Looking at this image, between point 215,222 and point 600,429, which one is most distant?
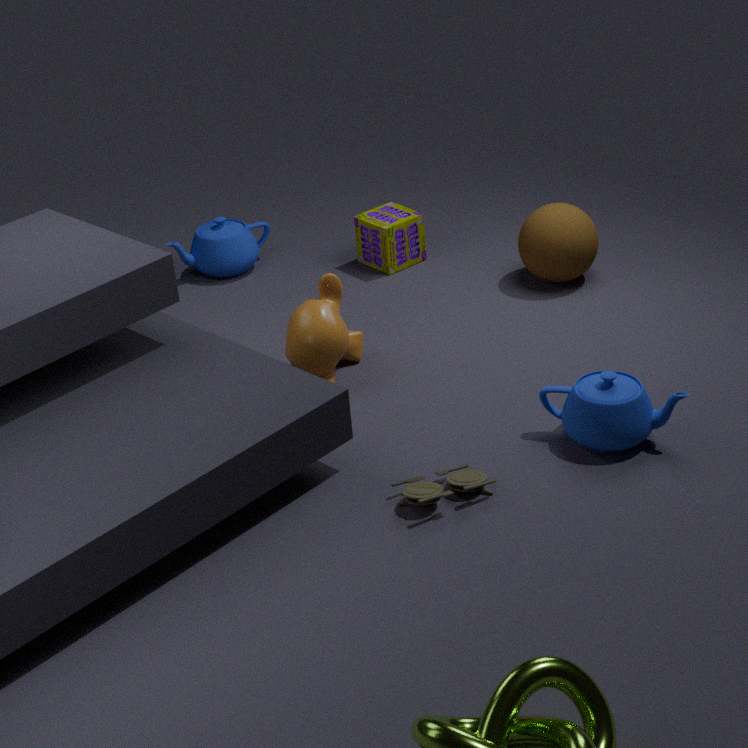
point 215,222
